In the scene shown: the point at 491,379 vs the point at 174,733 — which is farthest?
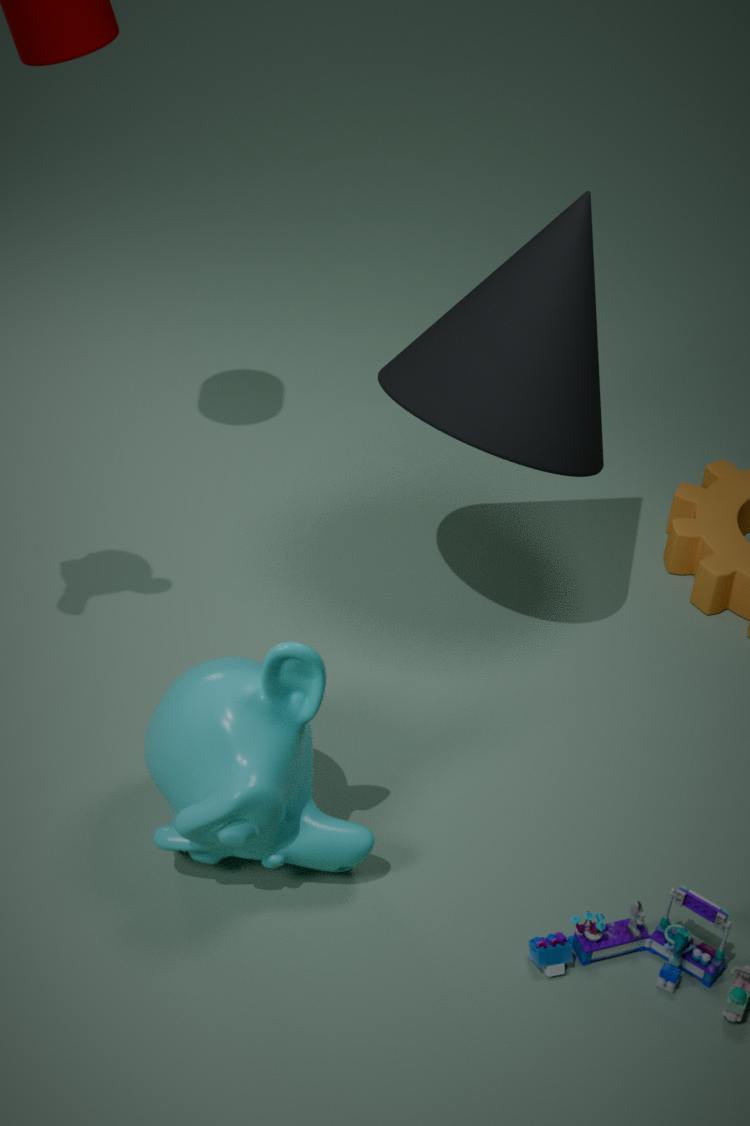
the point at 491,379
